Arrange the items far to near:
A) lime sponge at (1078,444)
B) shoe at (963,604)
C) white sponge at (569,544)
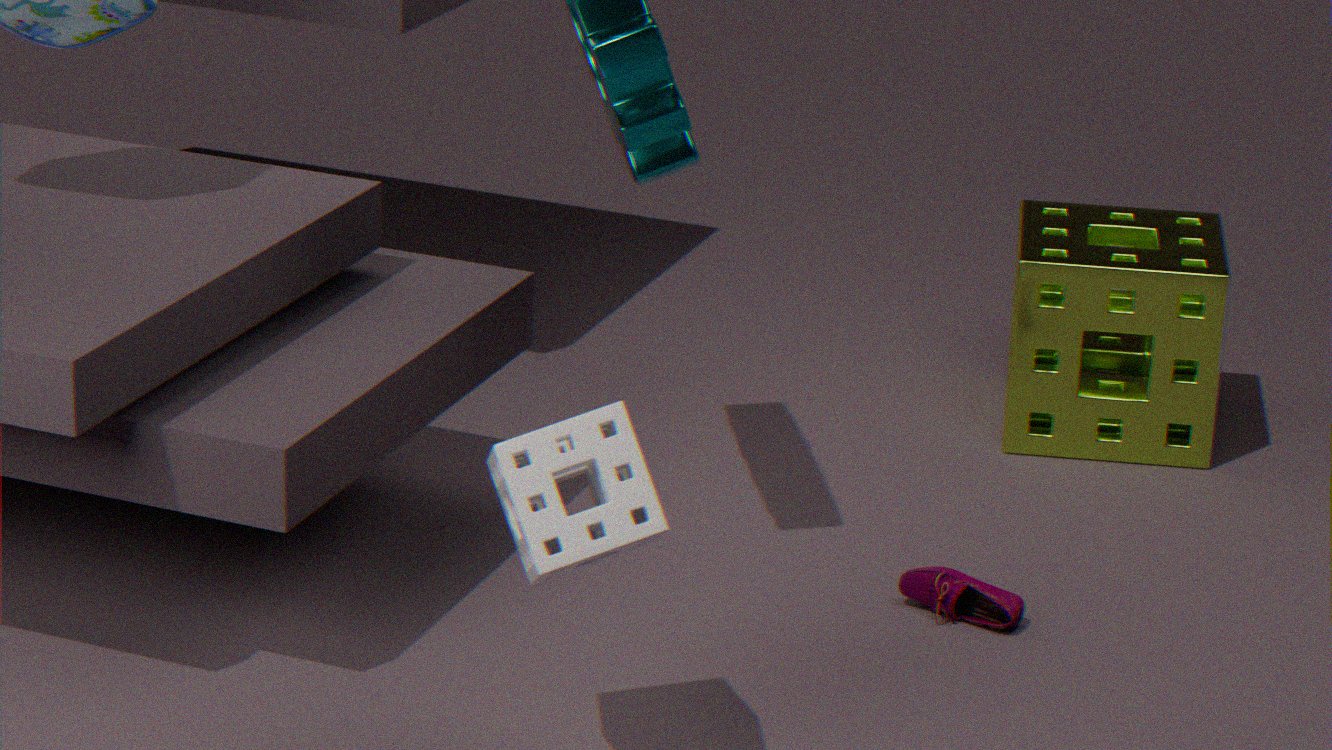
lime sponge at (1078,444)
shoe at (963,604)
white sponge at (569,544)
